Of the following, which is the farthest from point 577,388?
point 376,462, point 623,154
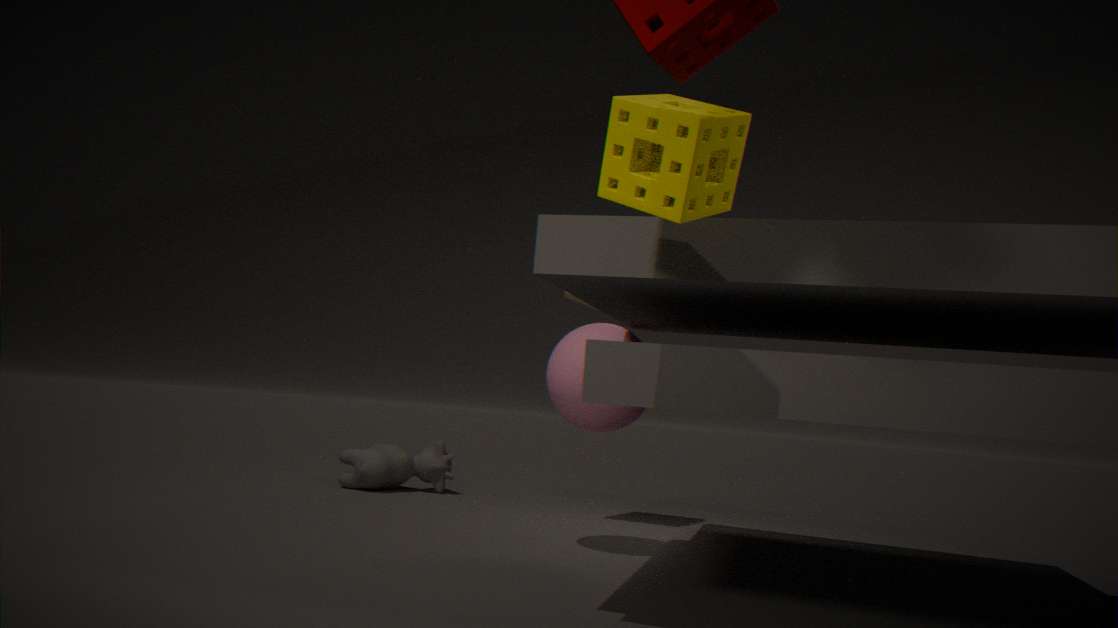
point 376,462
